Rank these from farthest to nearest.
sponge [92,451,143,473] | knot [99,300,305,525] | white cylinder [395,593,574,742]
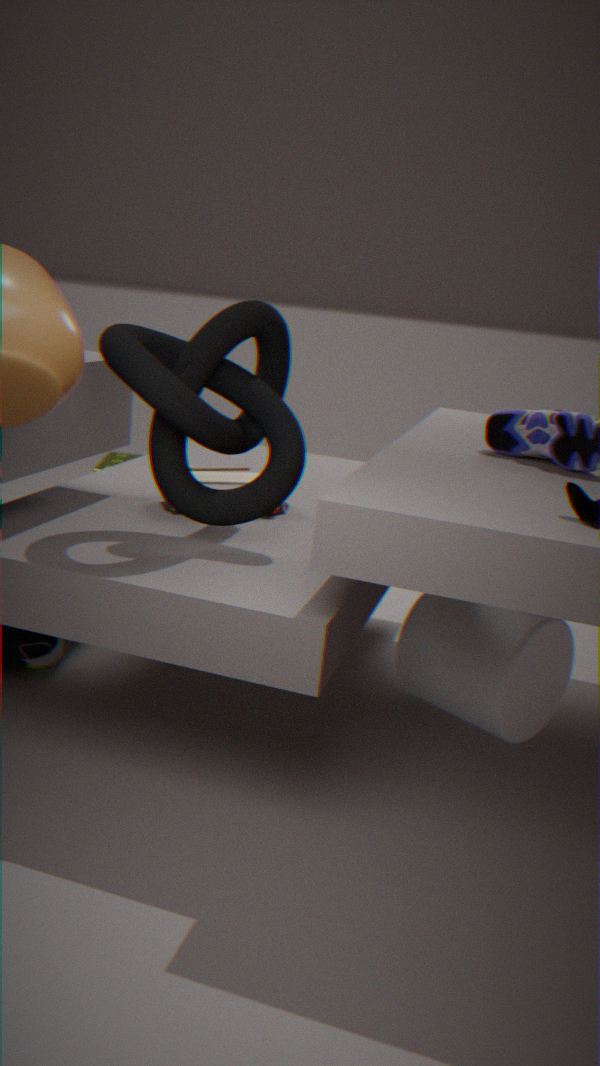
sponge [92,451,143,473] < white cylinder [395,593,574,742] < knot [99,300,305,525]
